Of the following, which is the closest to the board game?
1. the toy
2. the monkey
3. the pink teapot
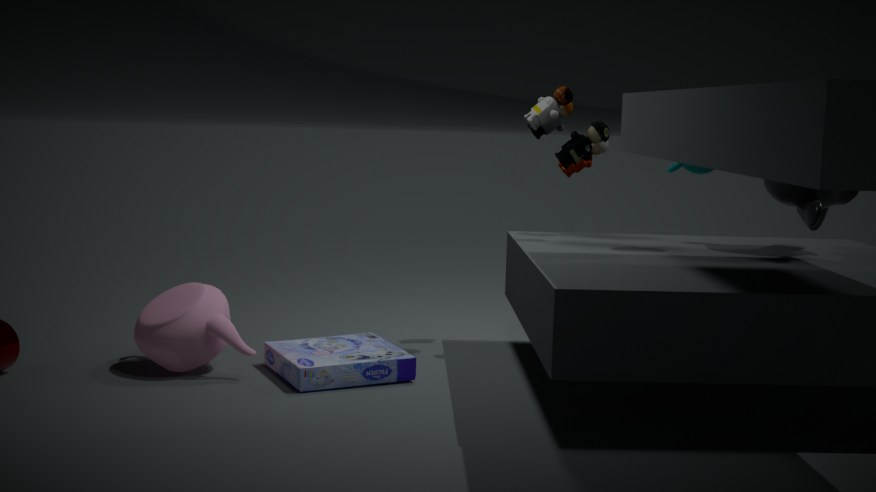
the pink teapot
